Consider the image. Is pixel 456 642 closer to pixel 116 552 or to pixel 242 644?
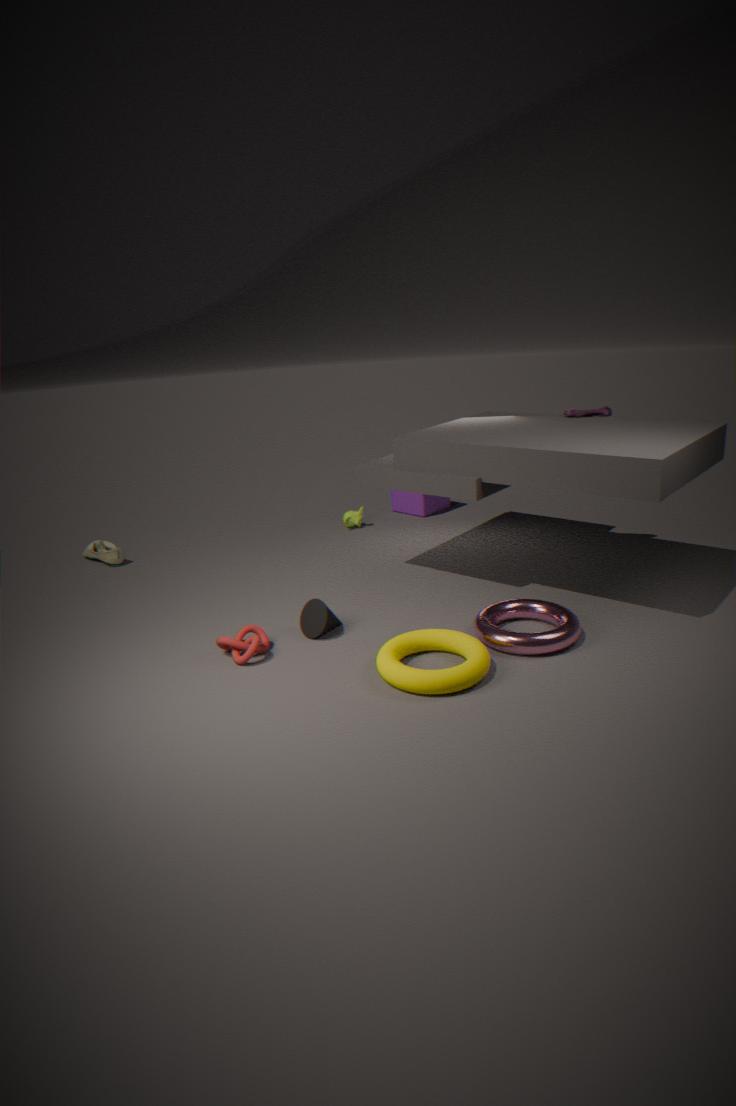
pixel 242 644
